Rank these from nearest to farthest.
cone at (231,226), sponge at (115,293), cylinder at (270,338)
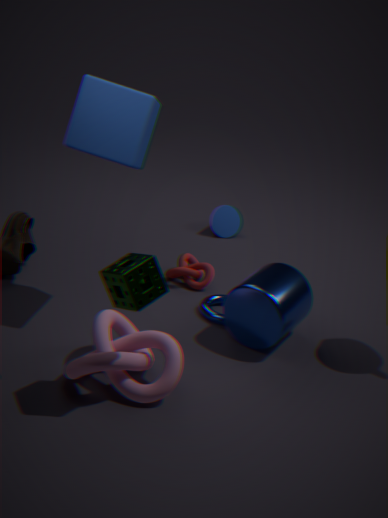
sponge at (115,293) → cylinder at (270,338) → cone at (231,226)
